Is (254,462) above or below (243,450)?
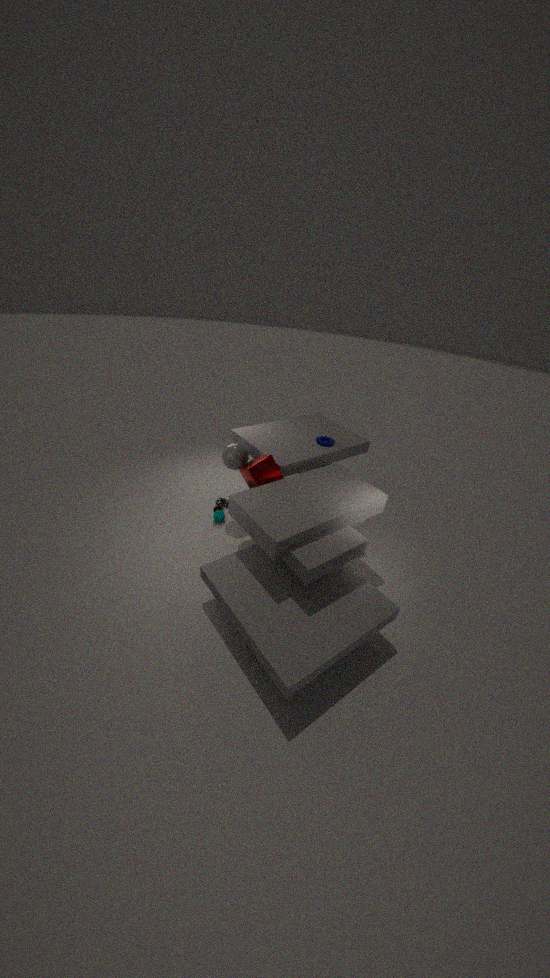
below
